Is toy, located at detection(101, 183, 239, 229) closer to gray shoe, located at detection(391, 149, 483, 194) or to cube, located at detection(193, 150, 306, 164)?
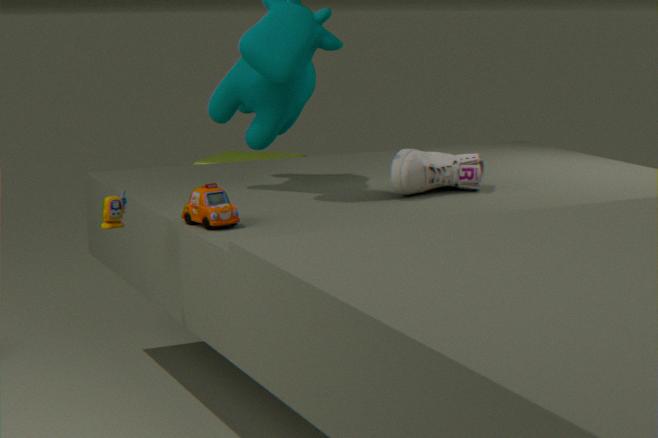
gray shoe, located at detection(391, 149, 483, 194)
